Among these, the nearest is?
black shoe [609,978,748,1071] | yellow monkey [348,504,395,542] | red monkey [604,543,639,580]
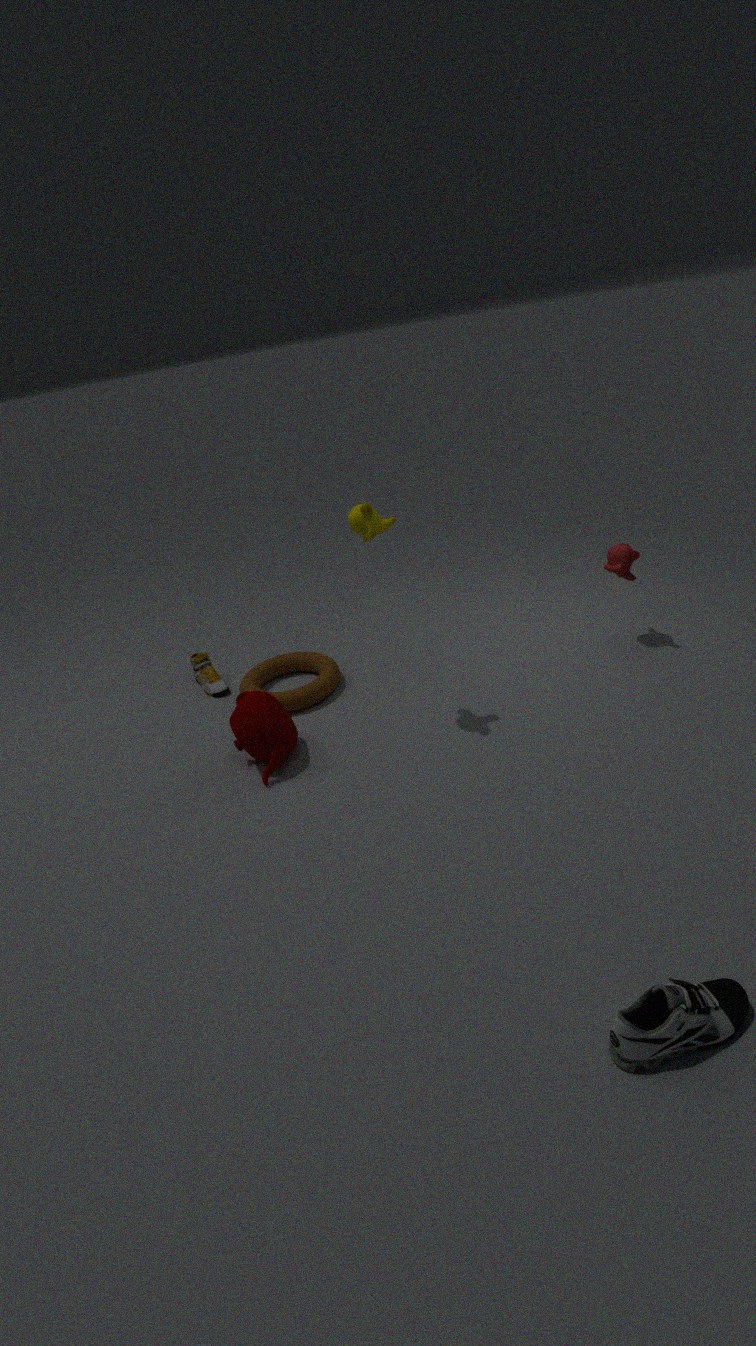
black shoe [609,978,748,1071]
